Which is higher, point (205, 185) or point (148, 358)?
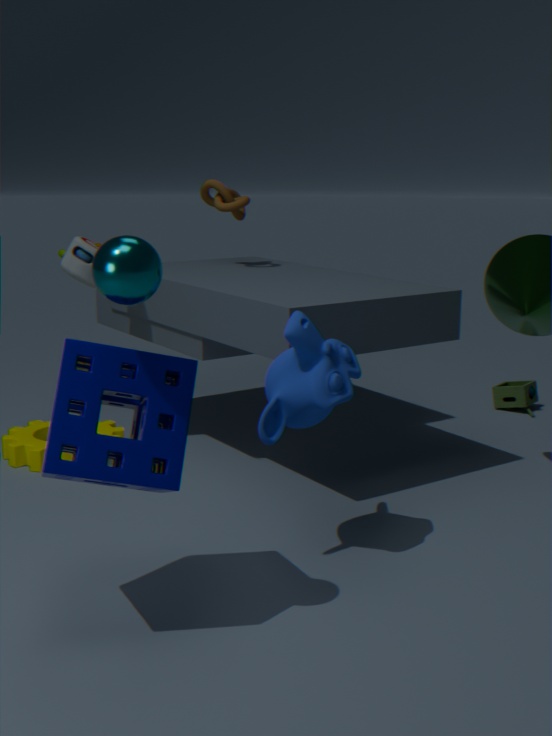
point (205, 185)
